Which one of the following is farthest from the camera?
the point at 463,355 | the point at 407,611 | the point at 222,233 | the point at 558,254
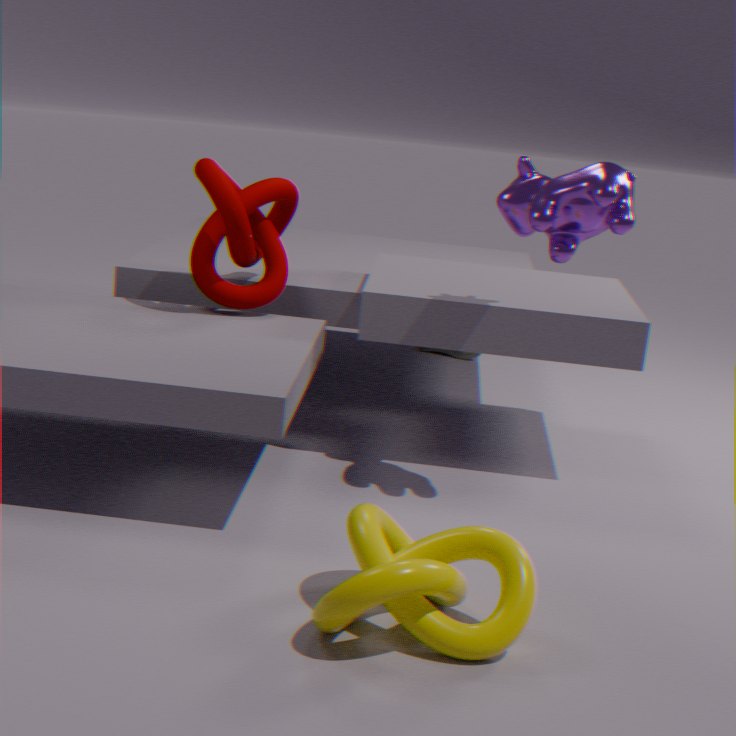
the point at 463,355
